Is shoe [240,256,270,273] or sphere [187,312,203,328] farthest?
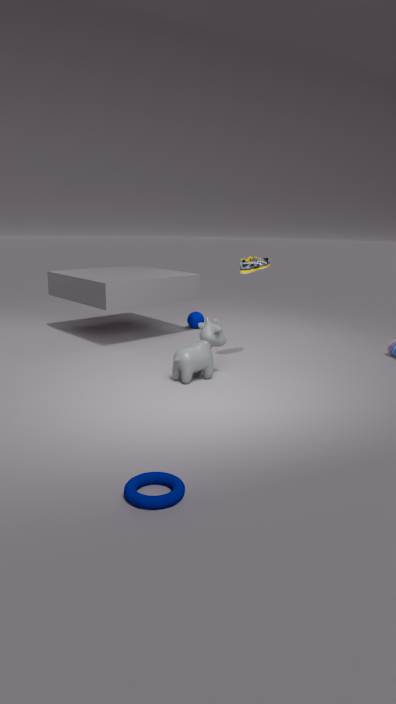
sphere [187,312,203,328]
